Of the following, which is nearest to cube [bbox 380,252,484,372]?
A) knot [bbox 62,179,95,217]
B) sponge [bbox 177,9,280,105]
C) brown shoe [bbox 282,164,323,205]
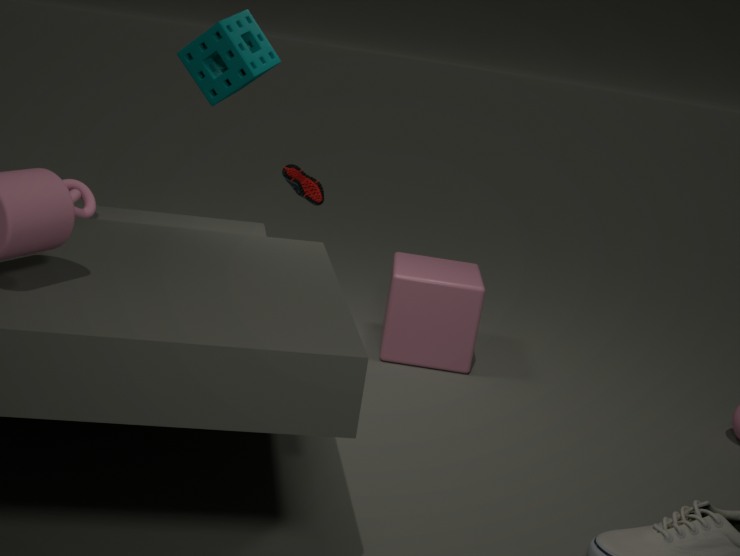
brown shoe [bbox 282,164,323,205]
